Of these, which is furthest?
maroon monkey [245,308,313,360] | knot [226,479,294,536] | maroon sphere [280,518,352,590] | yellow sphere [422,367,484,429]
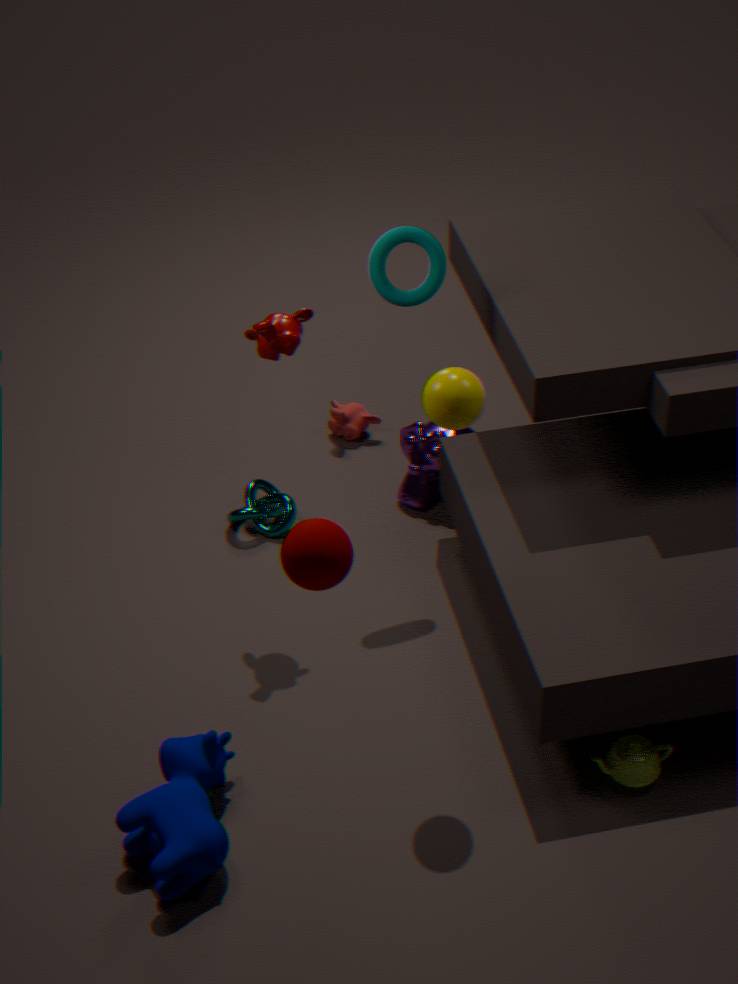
knot [226,479,294,536]
